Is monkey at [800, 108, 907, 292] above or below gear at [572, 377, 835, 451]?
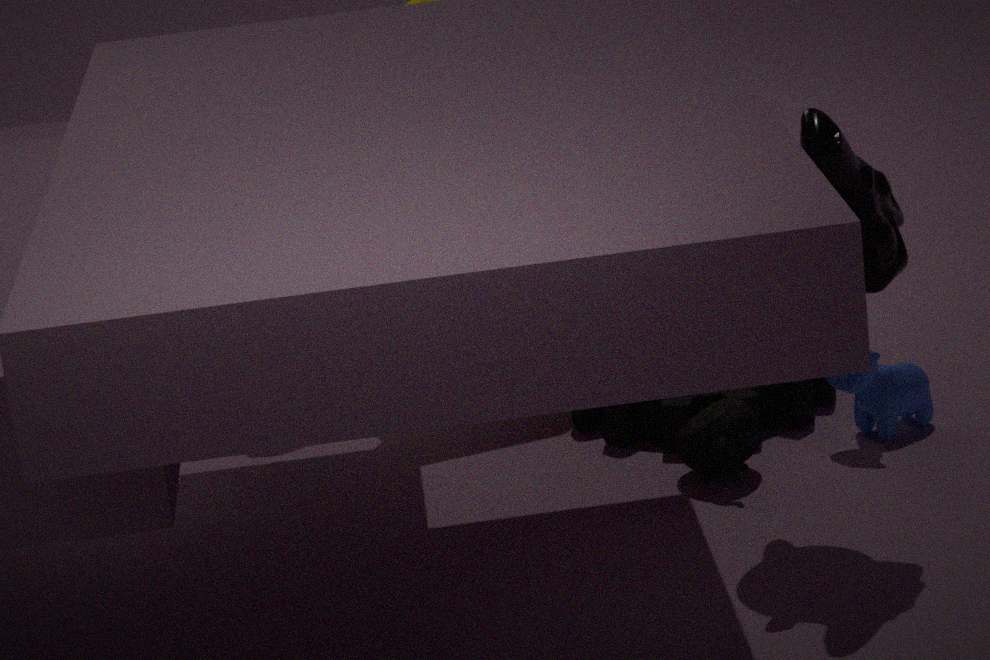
above
